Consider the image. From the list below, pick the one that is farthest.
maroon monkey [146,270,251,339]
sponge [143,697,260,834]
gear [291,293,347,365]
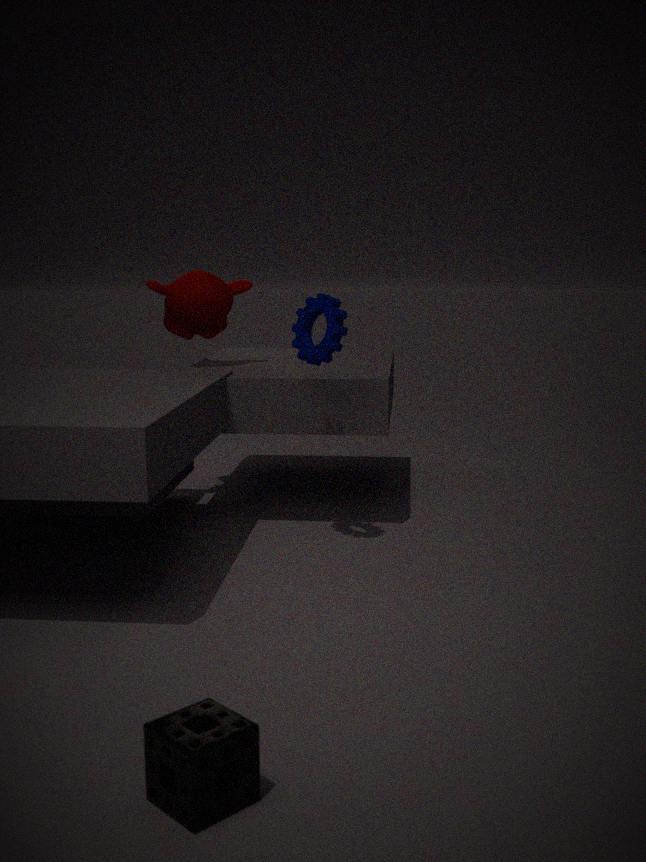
maroon monkey [146,270,251,339]
